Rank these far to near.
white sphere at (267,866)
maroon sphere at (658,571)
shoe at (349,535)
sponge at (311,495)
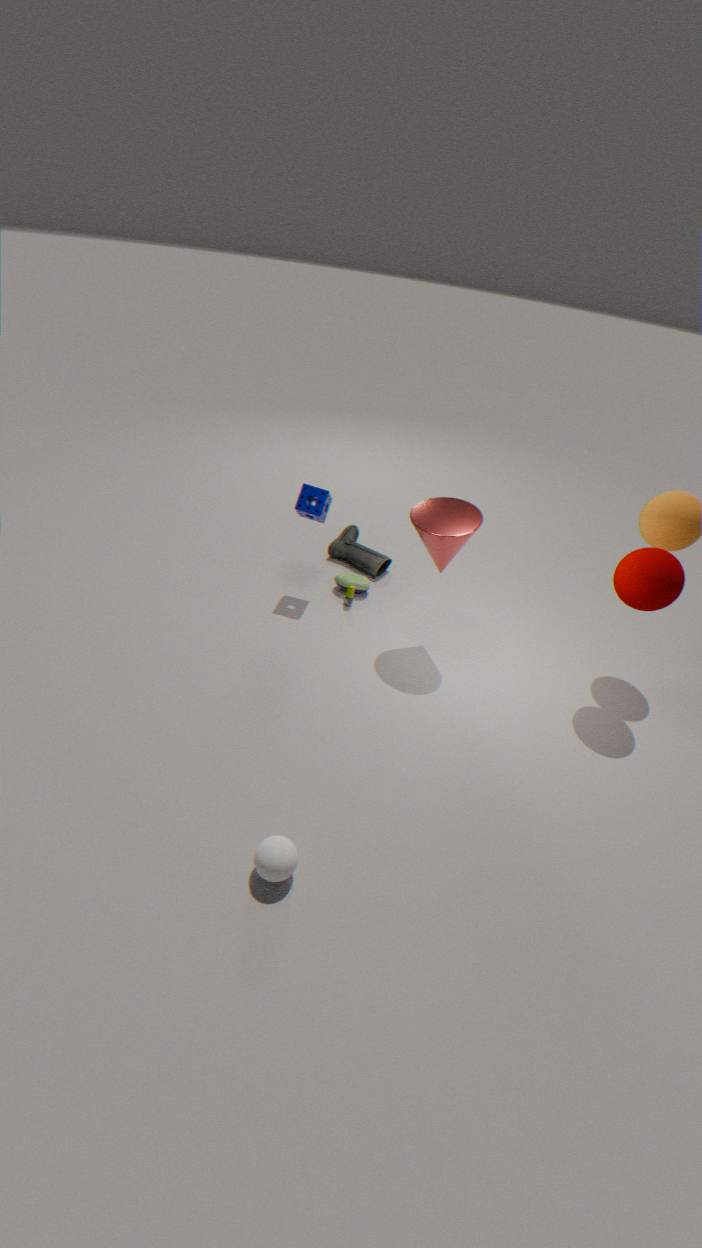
shoe at (349,535)
sponge at (311,495)
maroon sphere at (658,571)
white sphere at (267,866)
